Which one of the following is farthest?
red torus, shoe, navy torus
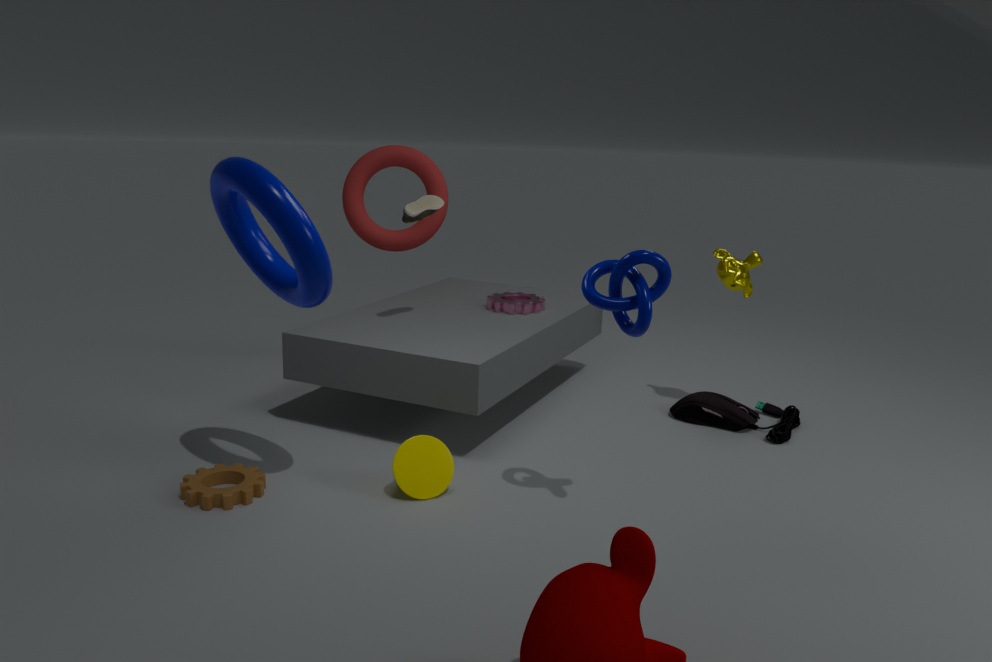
red torus
